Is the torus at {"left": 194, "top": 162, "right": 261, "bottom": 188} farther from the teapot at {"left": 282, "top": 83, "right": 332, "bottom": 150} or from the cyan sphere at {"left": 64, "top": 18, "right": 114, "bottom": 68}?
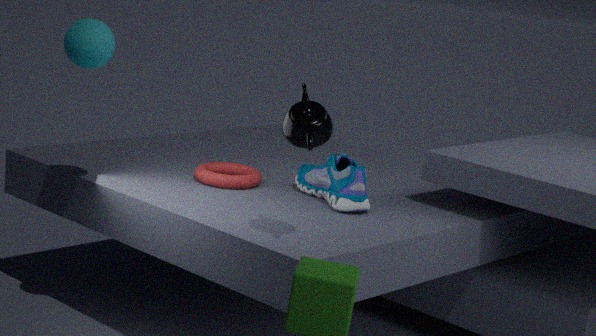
the teapot at {"left": 282, "top": 83, "right": 332, "bottom": 150}
